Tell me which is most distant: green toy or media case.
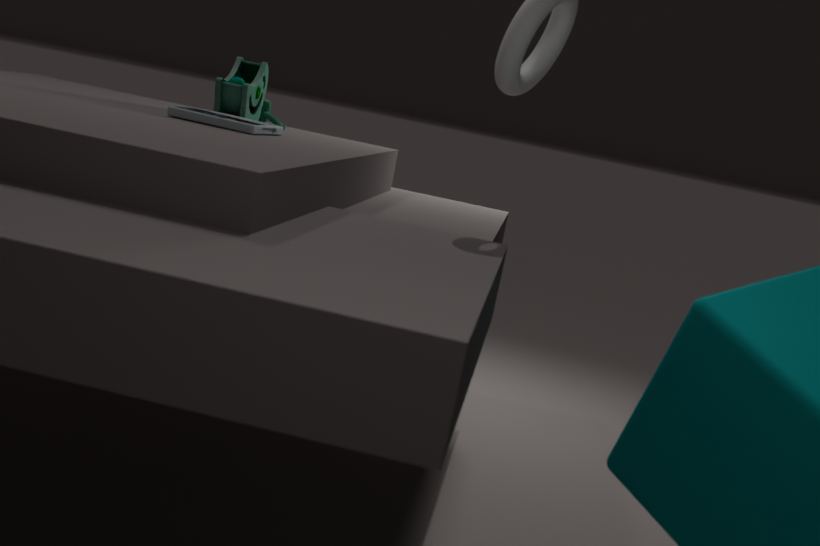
green toy
